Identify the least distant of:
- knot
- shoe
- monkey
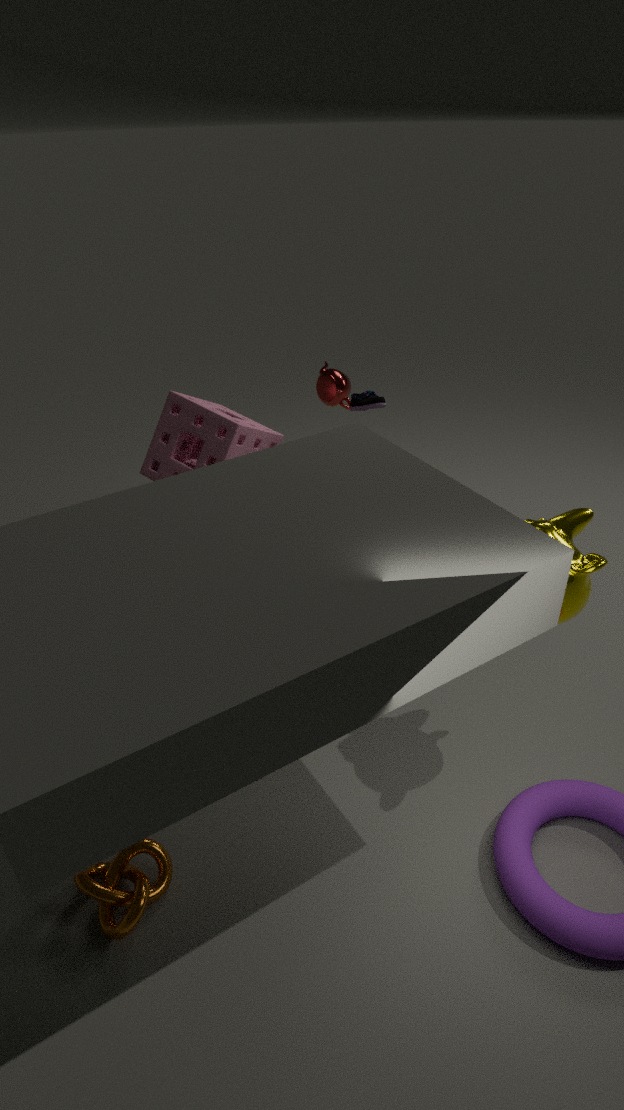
knot
